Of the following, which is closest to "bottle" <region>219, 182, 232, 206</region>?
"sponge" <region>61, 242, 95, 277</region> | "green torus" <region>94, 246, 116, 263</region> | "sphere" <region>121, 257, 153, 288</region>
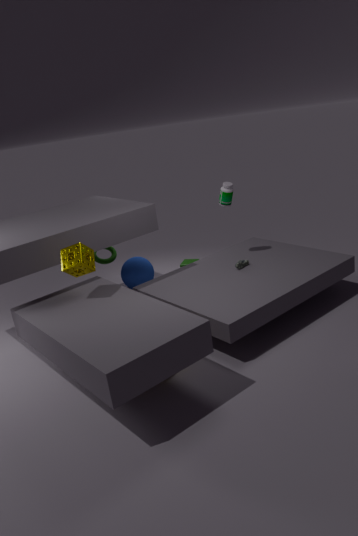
"sphere" <region>121, 257, 153, 288</region>
